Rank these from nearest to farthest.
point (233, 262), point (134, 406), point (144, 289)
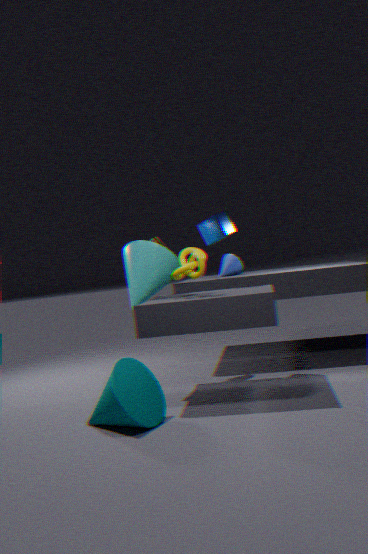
point (134, 406)
point (144, 289)
point (233, 262)
